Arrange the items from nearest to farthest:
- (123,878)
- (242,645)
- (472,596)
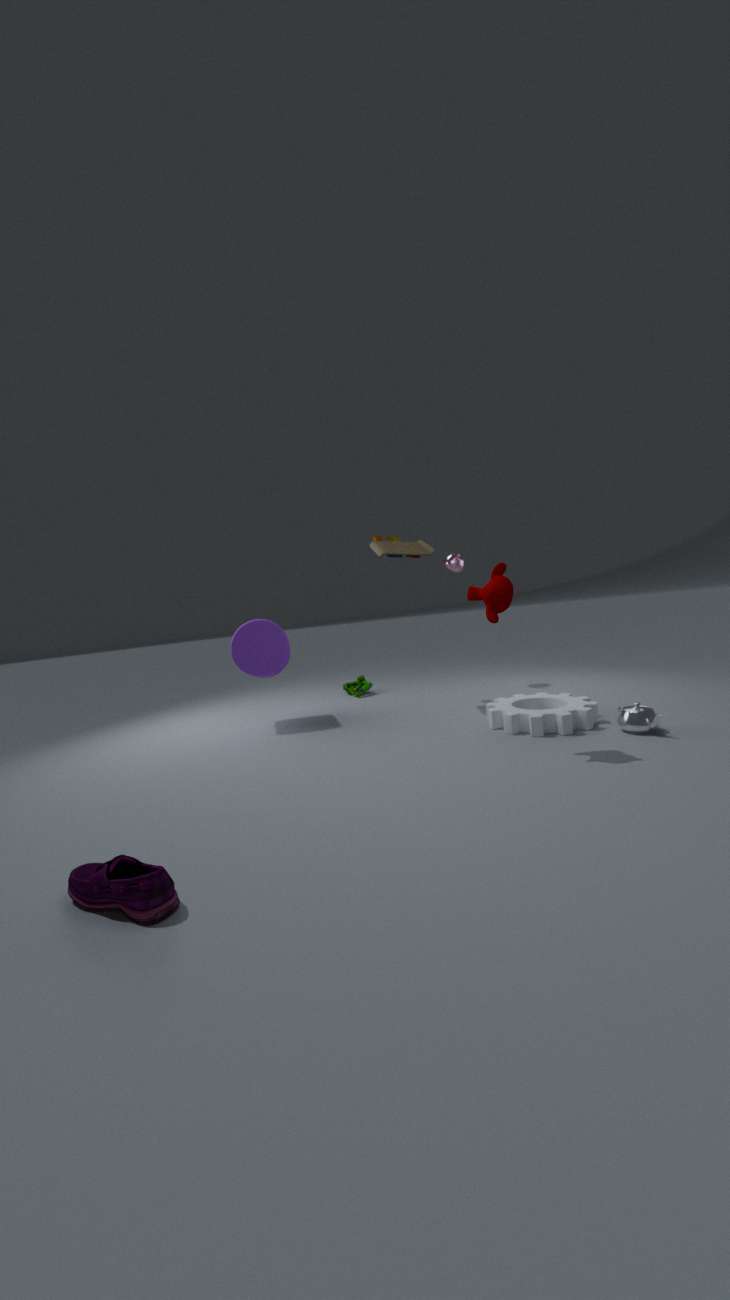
(123,878)
(472,596)
(242,645)
